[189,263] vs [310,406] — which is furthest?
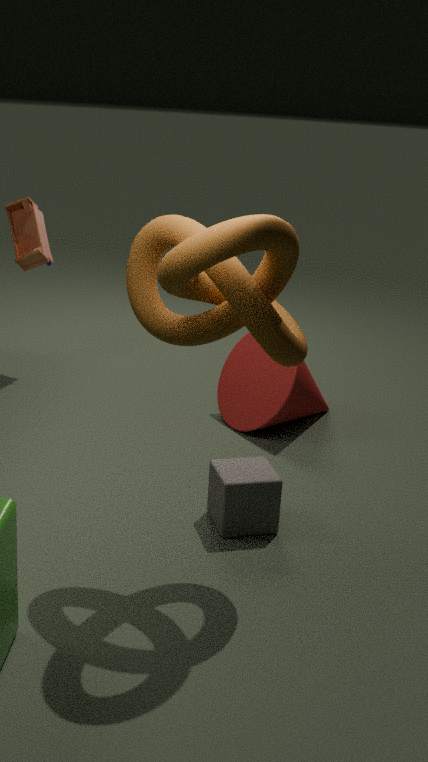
[310,406]
